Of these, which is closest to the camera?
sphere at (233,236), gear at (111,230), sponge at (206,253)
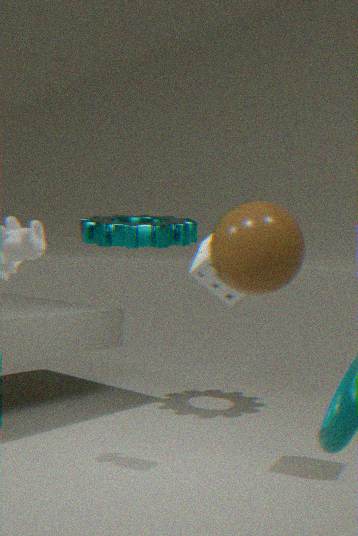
sphere at (233,236)
